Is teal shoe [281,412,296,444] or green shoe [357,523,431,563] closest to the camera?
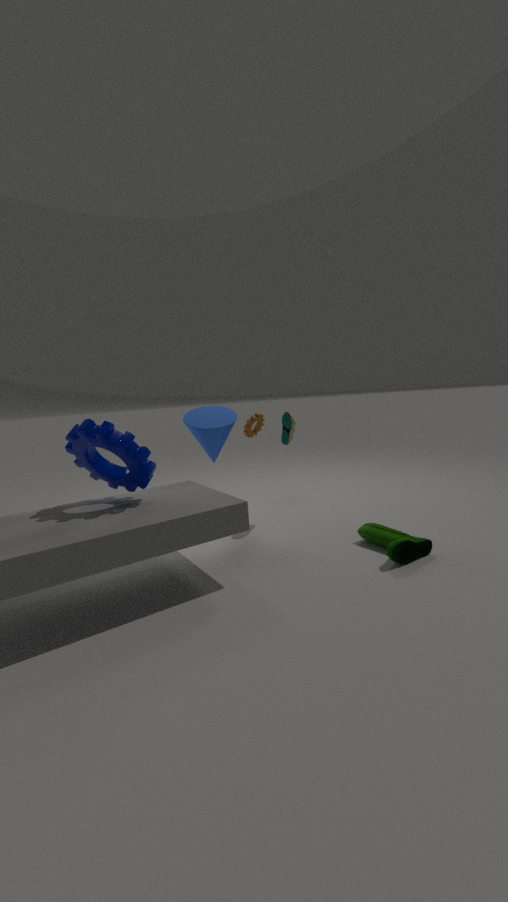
green shoe [357,523,431,563]
